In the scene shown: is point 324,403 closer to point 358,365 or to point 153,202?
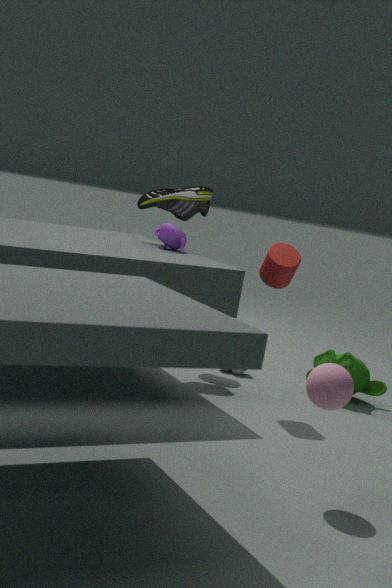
point 358,365
